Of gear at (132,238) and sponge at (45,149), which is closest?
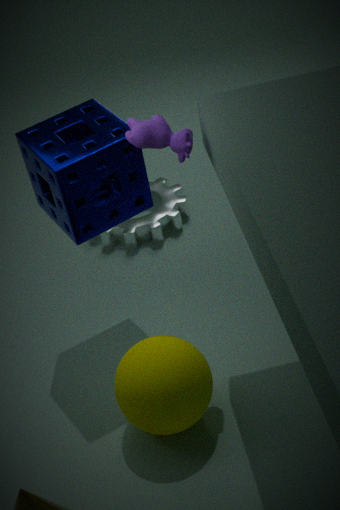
sponge at (45,149)
